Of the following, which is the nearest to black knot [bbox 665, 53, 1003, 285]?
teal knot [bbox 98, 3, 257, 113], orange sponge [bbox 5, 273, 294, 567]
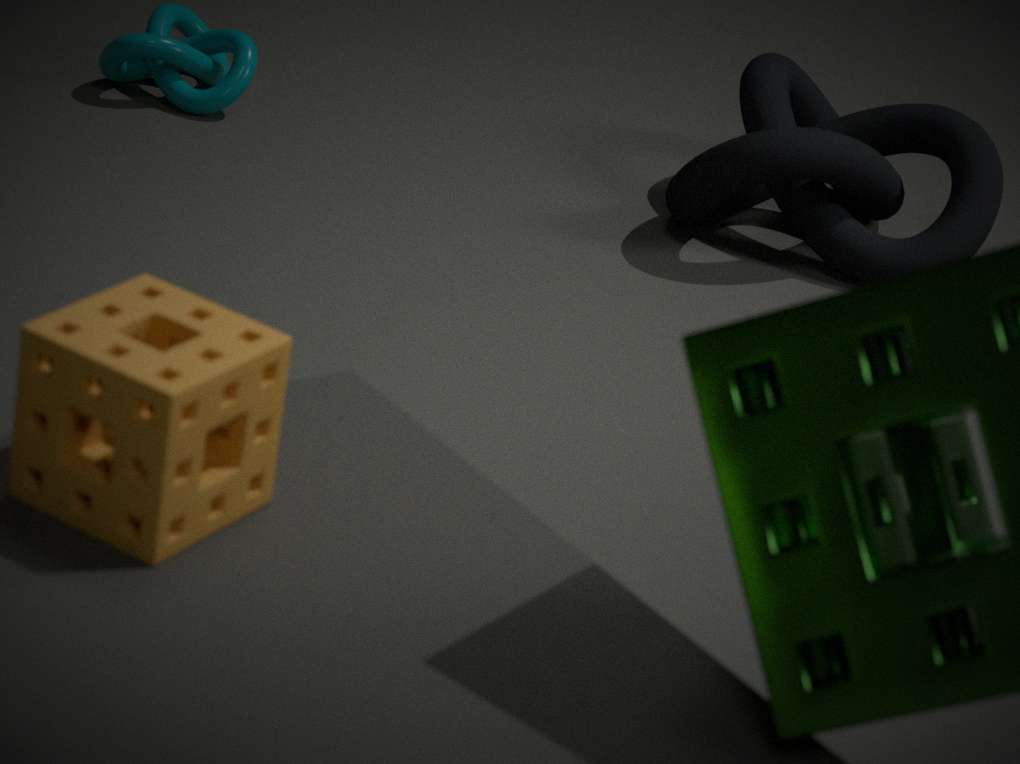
teal knot [bbox 98, 3, 257, 113]
